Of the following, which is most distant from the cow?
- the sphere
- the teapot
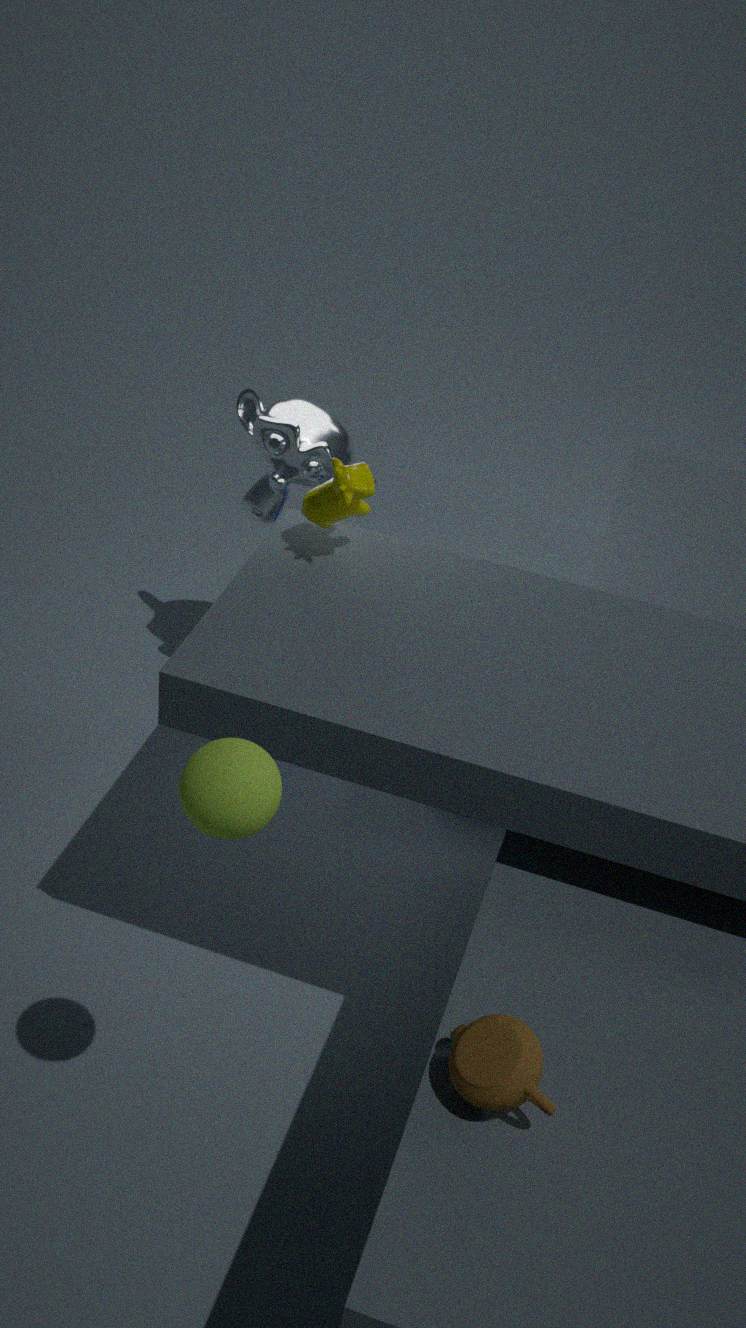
the teapot
